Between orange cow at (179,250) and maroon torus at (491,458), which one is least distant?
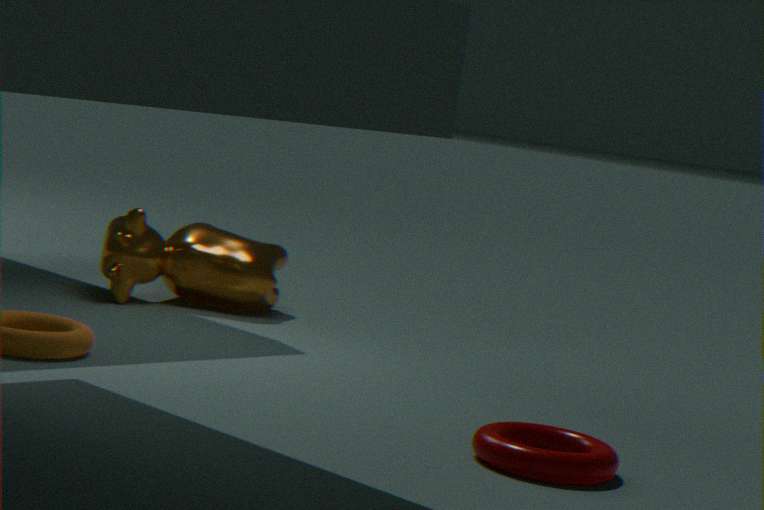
maroon torus at (491,458)
